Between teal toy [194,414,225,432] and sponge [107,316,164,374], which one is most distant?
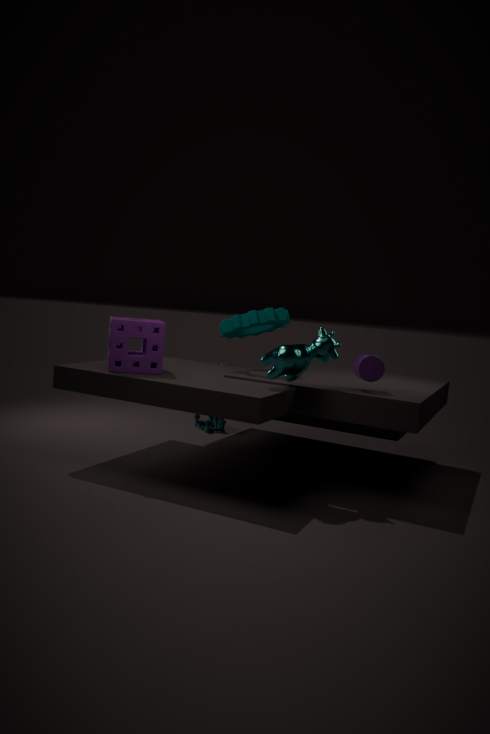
teal toy [194,414,225,432]
